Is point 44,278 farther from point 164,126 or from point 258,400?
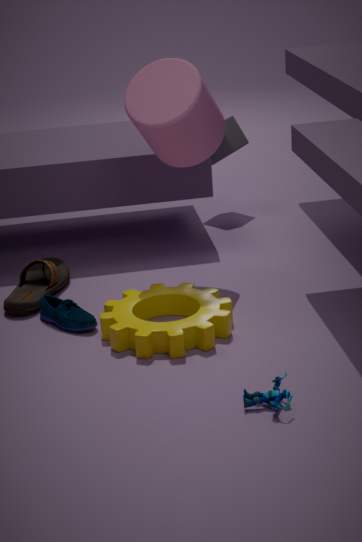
point 258,400
